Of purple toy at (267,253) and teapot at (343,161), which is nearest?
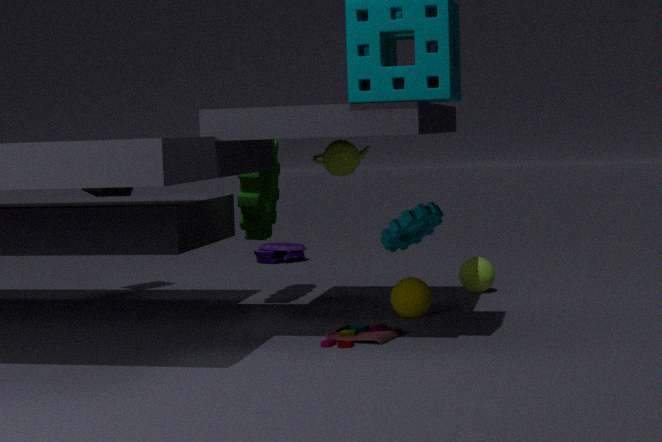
teapot at (343,161)
